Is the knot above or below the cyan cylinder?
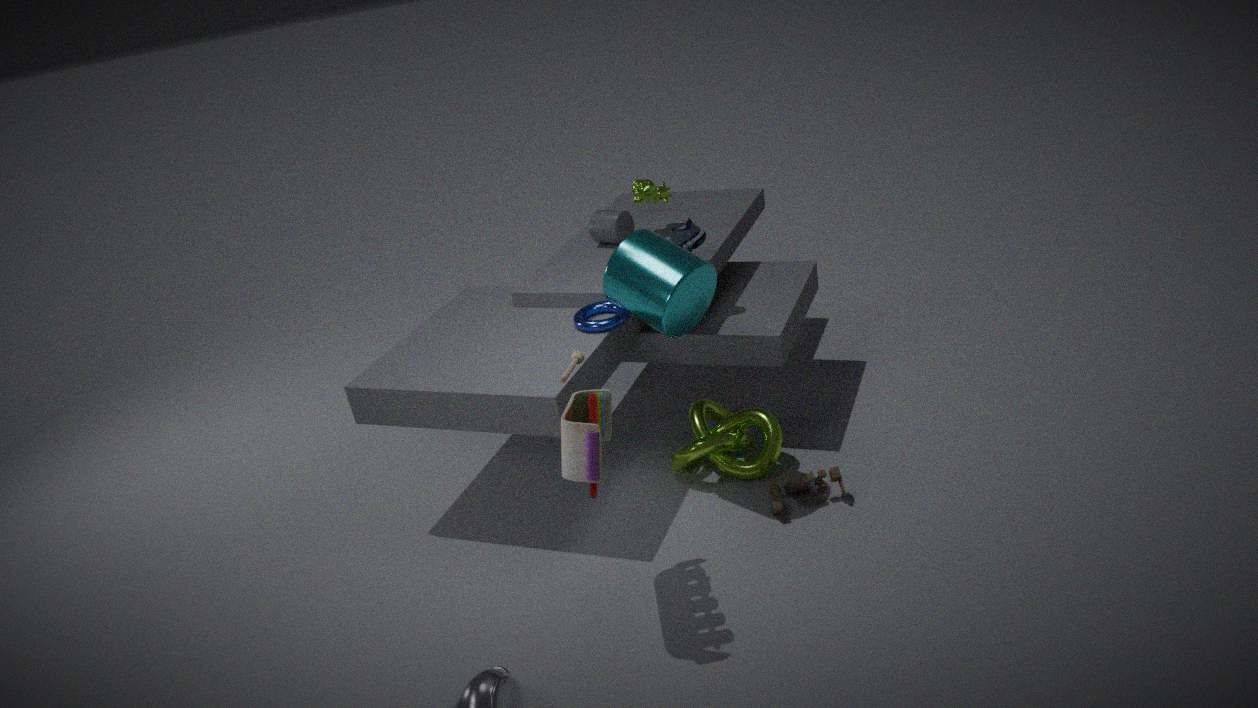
below
